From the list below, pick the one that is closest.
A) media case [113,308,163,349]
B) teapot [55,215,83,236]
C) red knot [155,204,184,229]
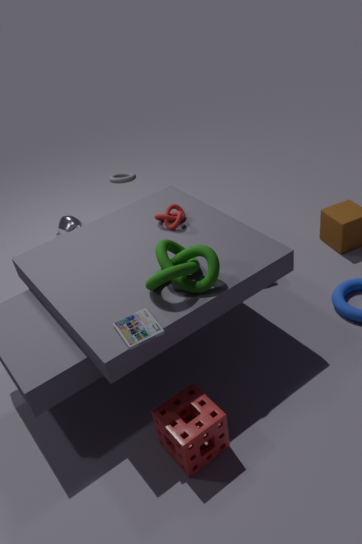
media case [113,308,163,349]
